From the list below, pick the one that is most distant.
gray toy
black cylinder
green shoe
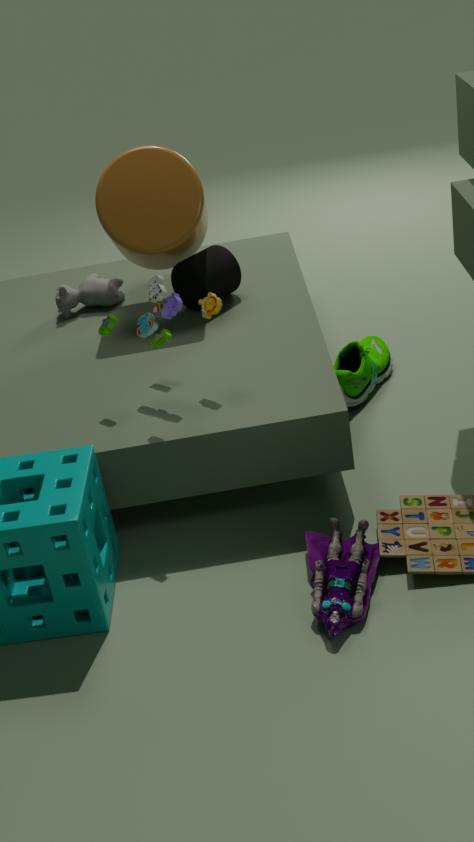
black cylinder
